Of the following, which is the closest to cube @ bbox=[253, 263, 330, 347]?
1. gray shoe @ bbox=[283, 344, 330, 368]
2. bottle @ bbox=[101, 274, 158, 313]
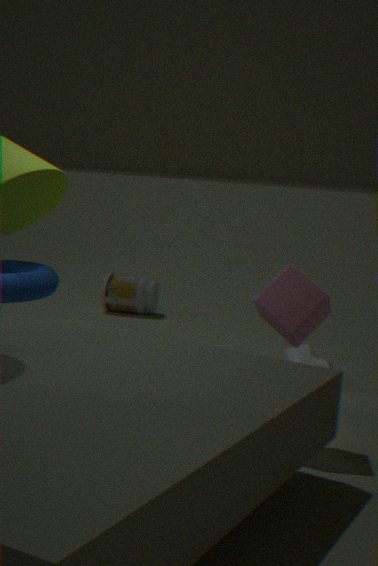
gray shoe @ bbox=[283, 344, 330, 368]
